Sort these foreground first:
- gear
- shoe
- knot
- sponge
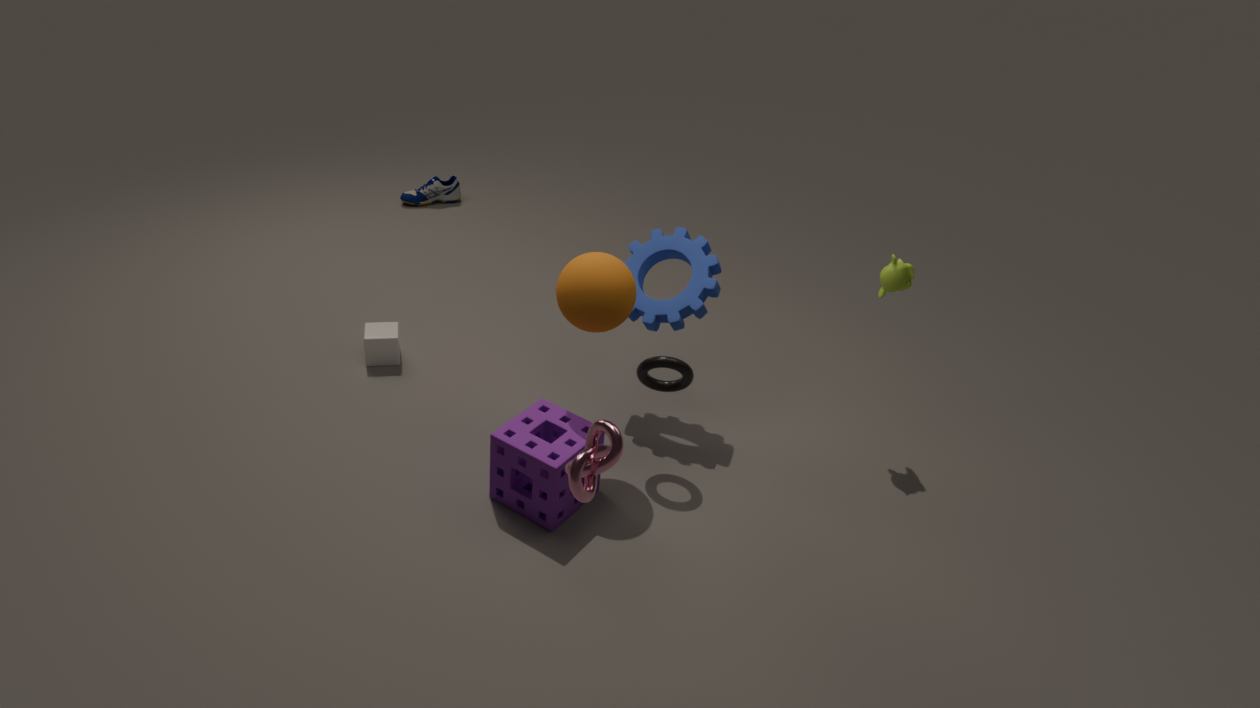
knot < sponge < gear < shoe
